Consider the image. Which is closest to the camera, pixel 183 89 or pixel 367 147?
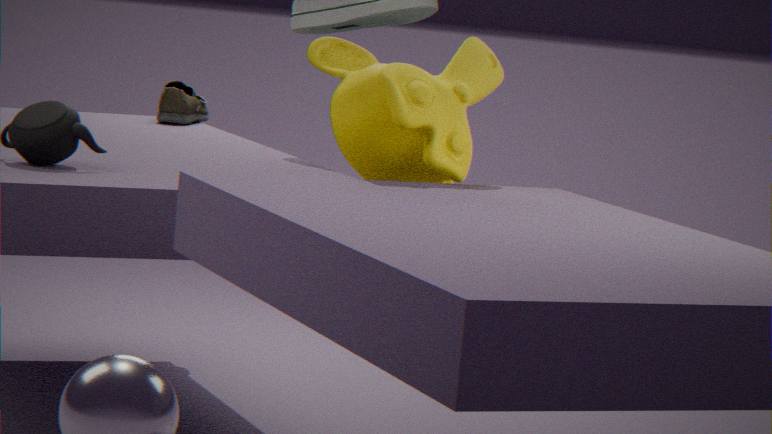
pixel 367 147
